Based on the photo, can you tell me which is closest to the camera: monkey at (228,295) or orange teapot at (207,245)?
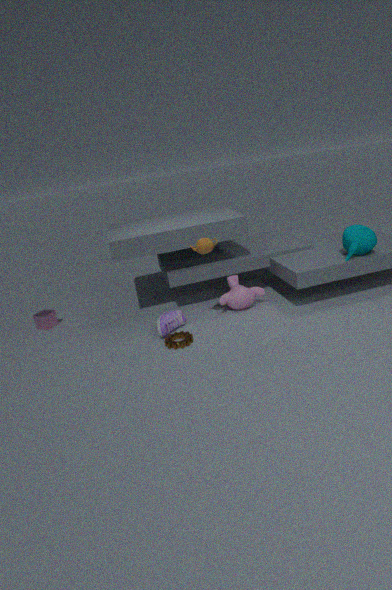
orange teapot at (207,245)
